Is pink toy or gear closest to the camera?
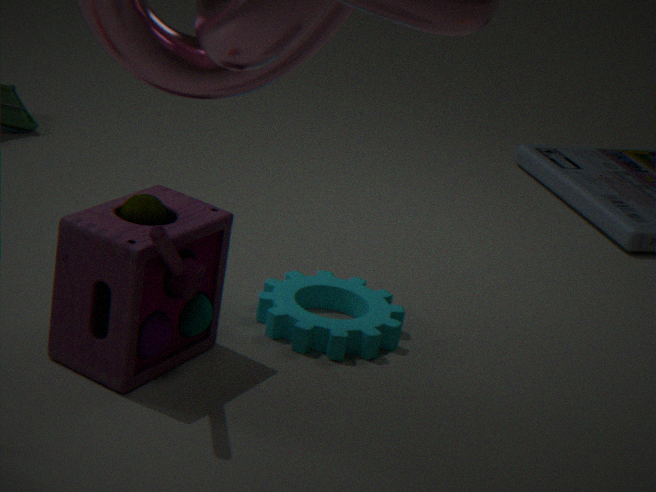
pink toy
